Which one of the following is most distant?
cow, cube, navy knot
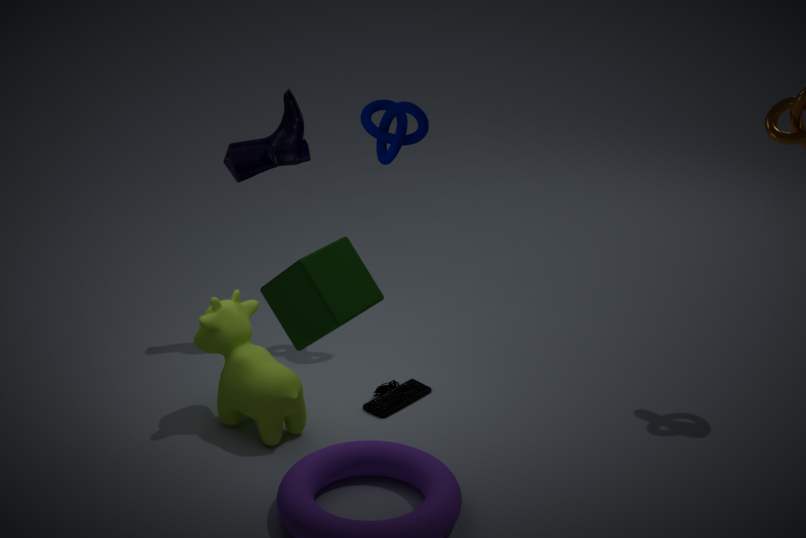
navy knot
